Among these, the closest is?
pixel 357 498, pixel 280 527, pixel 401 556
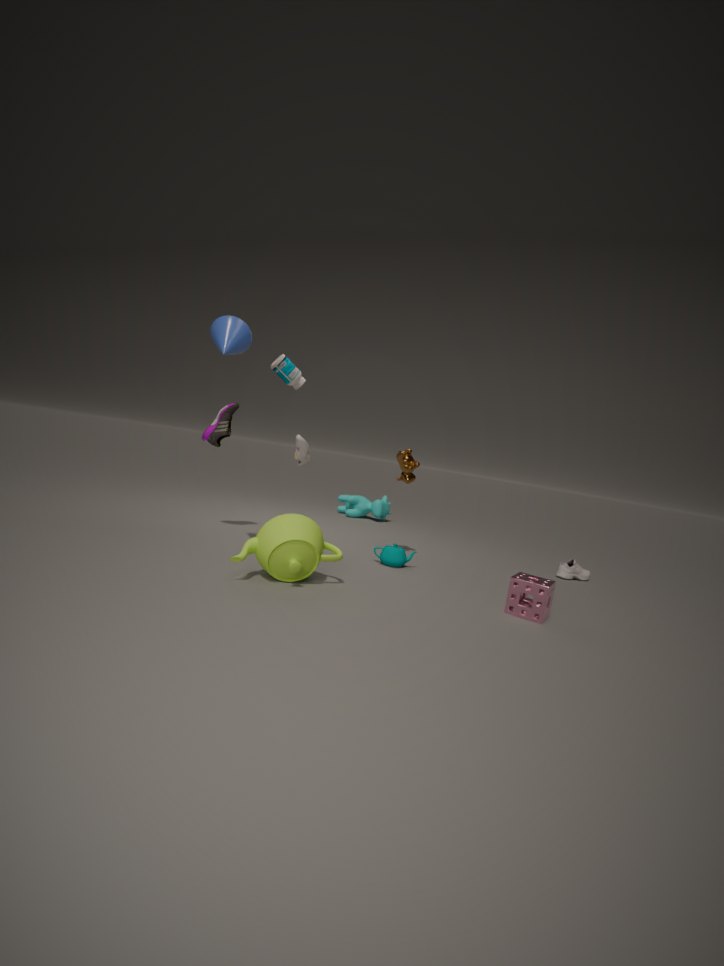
pixel 280 527
